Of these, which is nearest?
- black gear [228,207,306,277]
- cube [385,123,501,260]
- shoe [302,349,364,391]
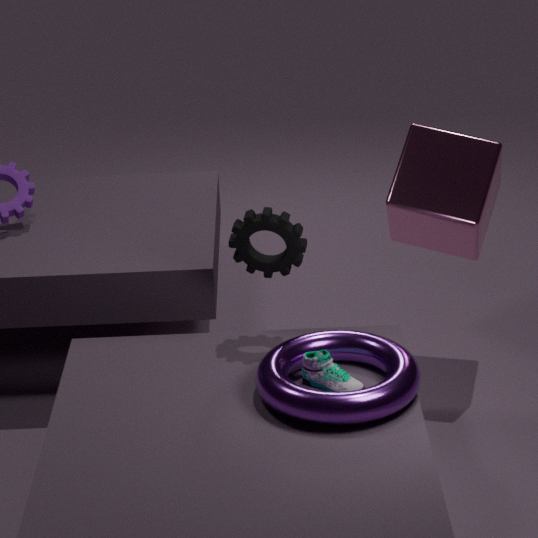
shoe [302,349,364,391]
